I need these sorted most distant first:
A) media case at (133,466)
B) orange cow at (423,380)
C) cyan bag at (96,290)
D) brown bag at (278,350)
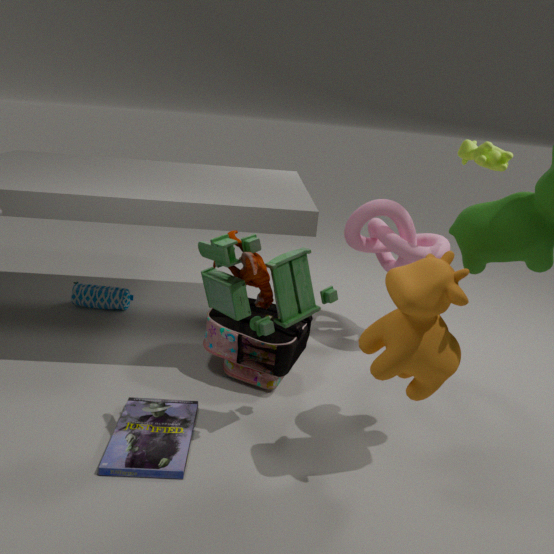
1. cyan bag at (96,290)
2. brown bag at (278,350)
3. media case at (133,466)
4. orange cow at (423,380)
